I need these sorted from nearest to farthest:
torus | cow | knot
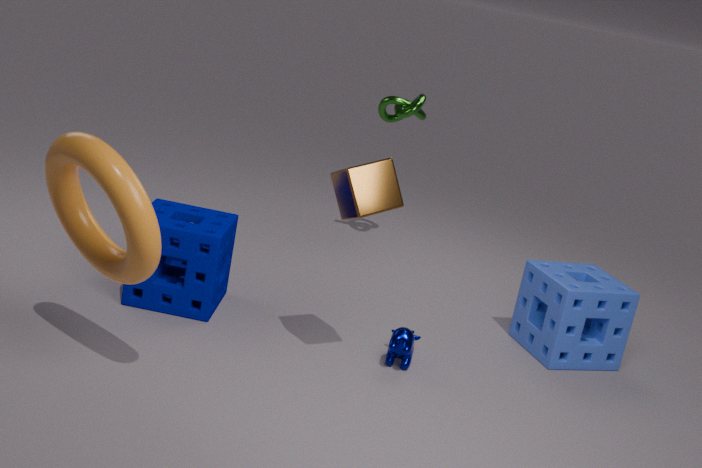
torus → cow → knot
